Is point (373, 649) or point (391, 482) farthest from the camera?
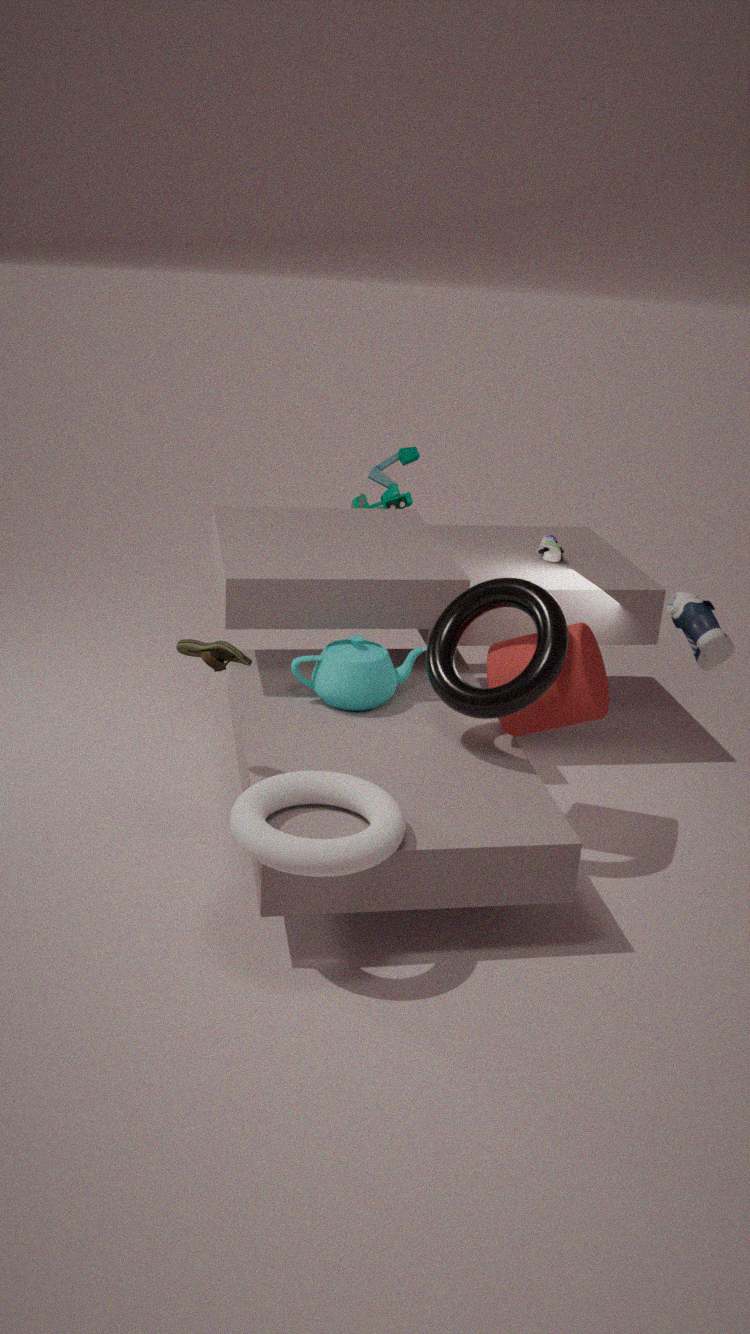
point (391, 482)
